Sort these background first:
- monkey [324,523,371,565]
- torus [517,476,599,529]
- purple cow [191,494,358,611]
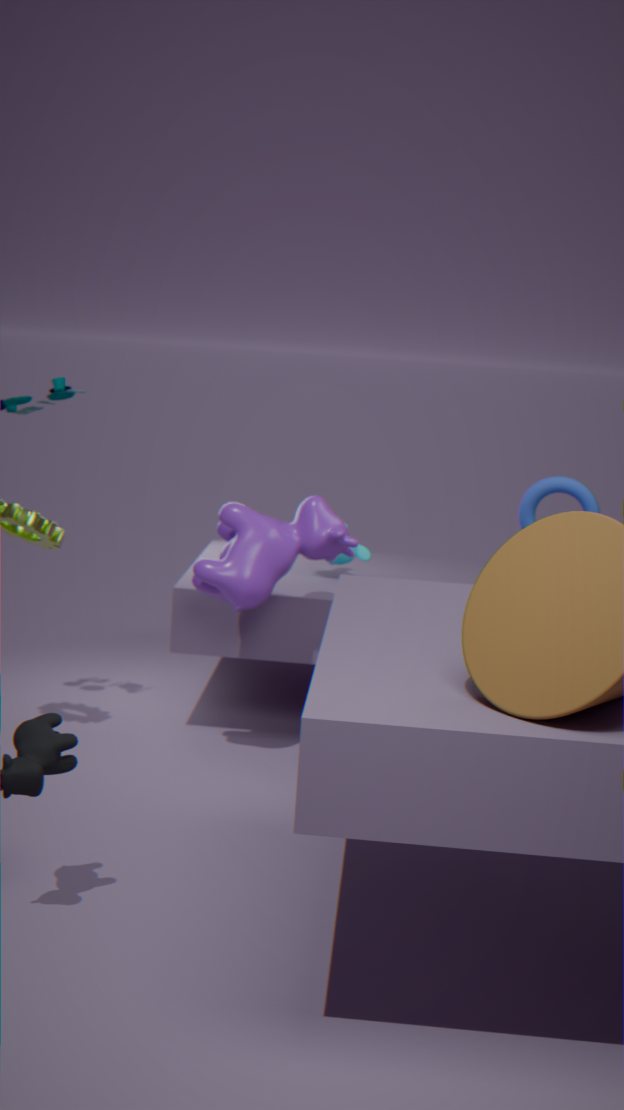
monkey [324,523,371,565] < torus [517,476,599,529] < purple cow [191,494,358,611]
